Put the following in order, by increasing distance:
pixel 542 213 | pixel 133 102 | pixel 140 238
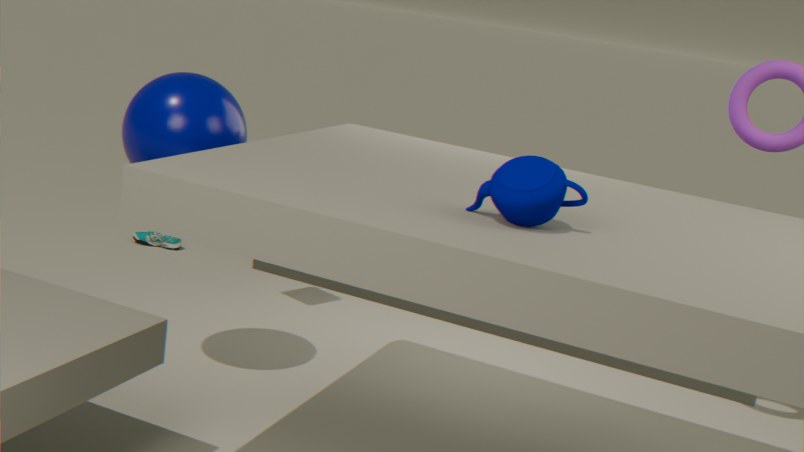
pixel 542 213
pixel 133 102
pixel 140 238
